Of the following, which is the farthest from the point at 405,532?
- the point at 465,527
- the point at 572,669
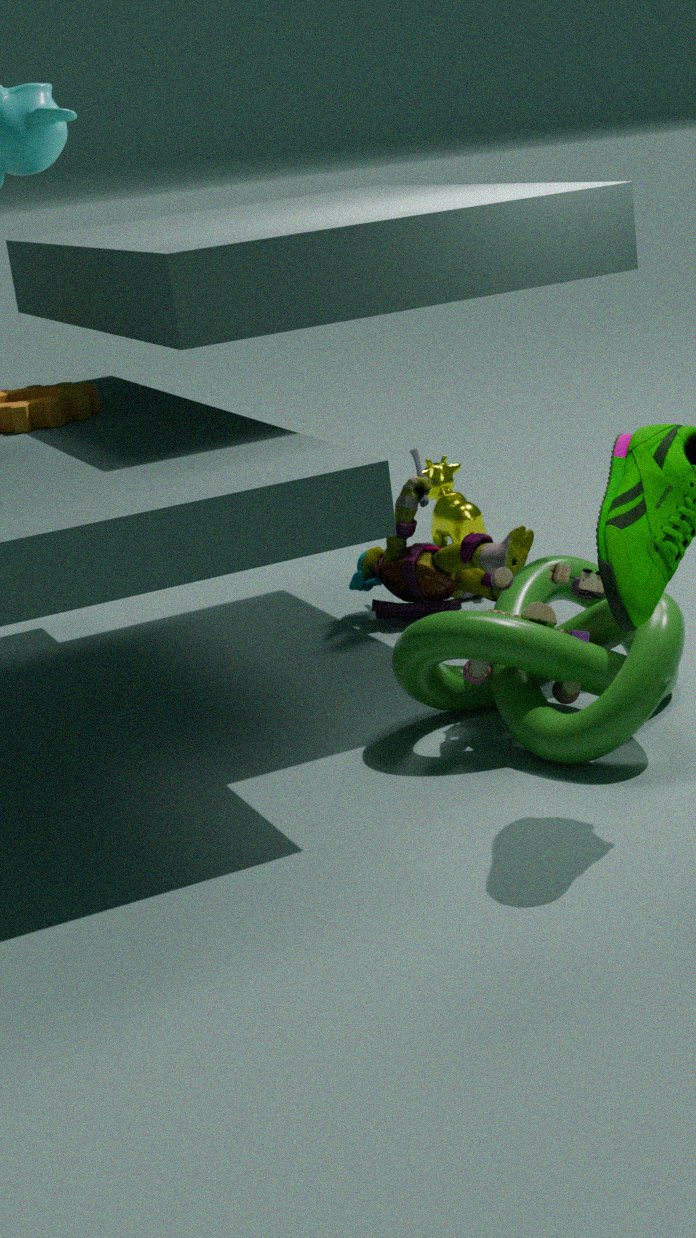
the point at 572,669
